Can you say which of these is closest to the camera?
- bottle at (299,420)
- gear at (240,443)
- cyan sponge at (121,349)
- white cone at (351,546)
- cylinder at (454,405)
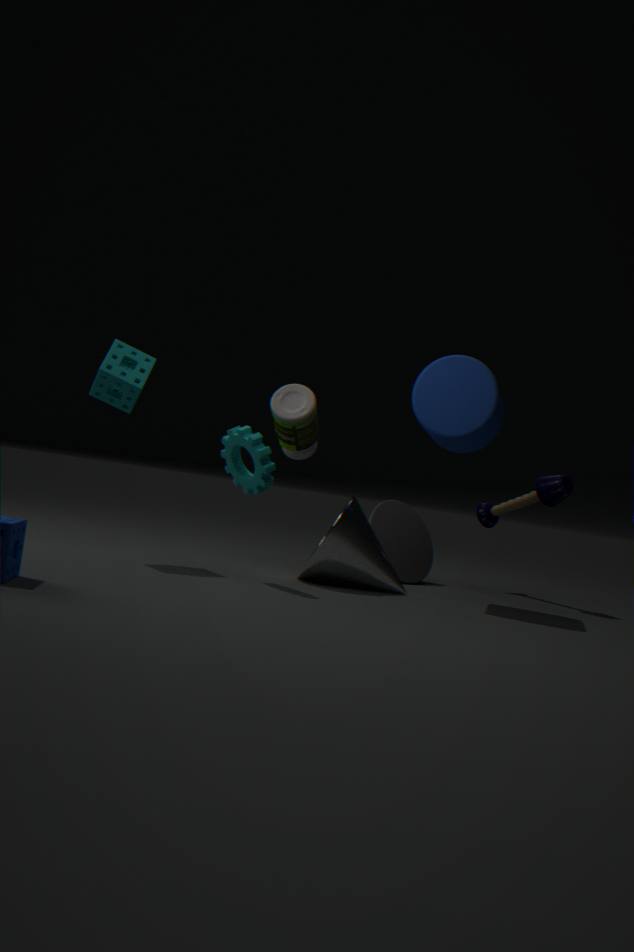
gear at (240,443)
